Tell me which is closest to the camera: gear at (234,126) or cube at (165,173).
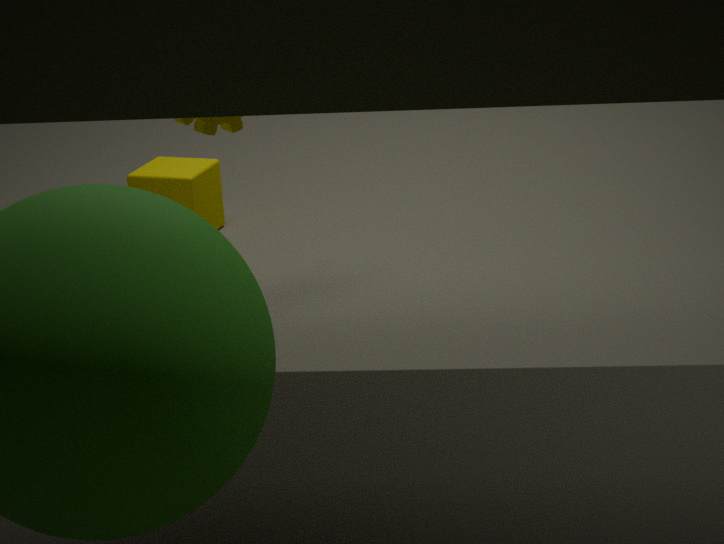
gear at (234,126)
